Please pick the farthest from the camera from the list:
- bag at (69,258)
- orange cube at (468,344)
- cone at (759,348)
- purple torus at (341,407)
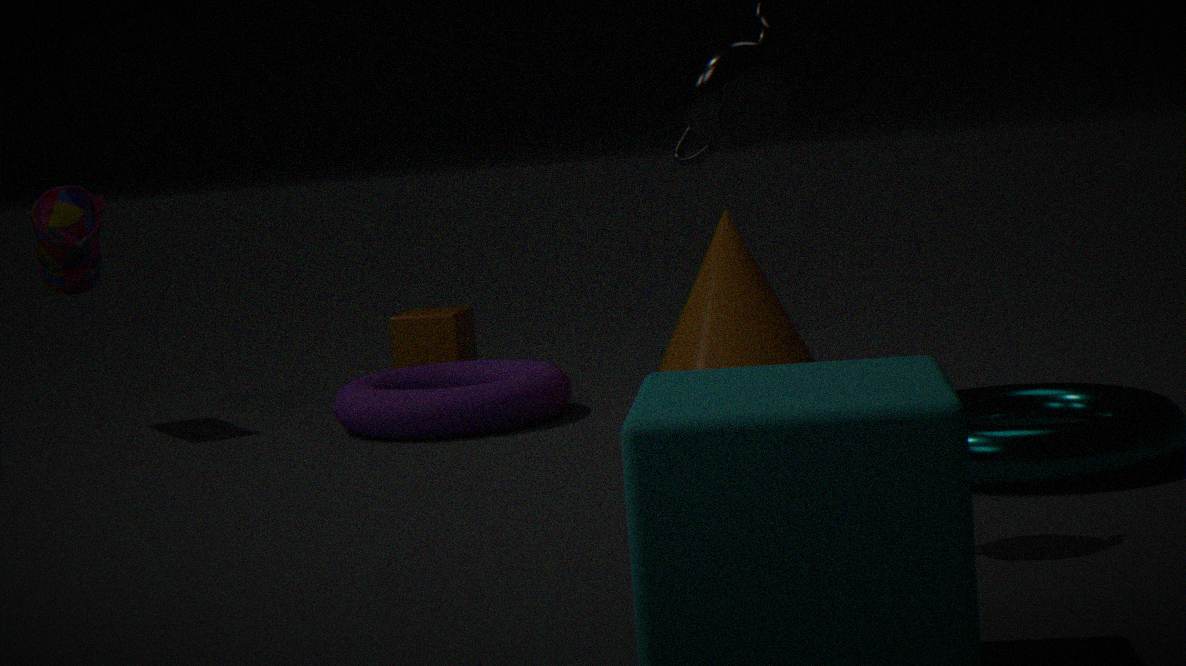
orange cube at (468,344)
